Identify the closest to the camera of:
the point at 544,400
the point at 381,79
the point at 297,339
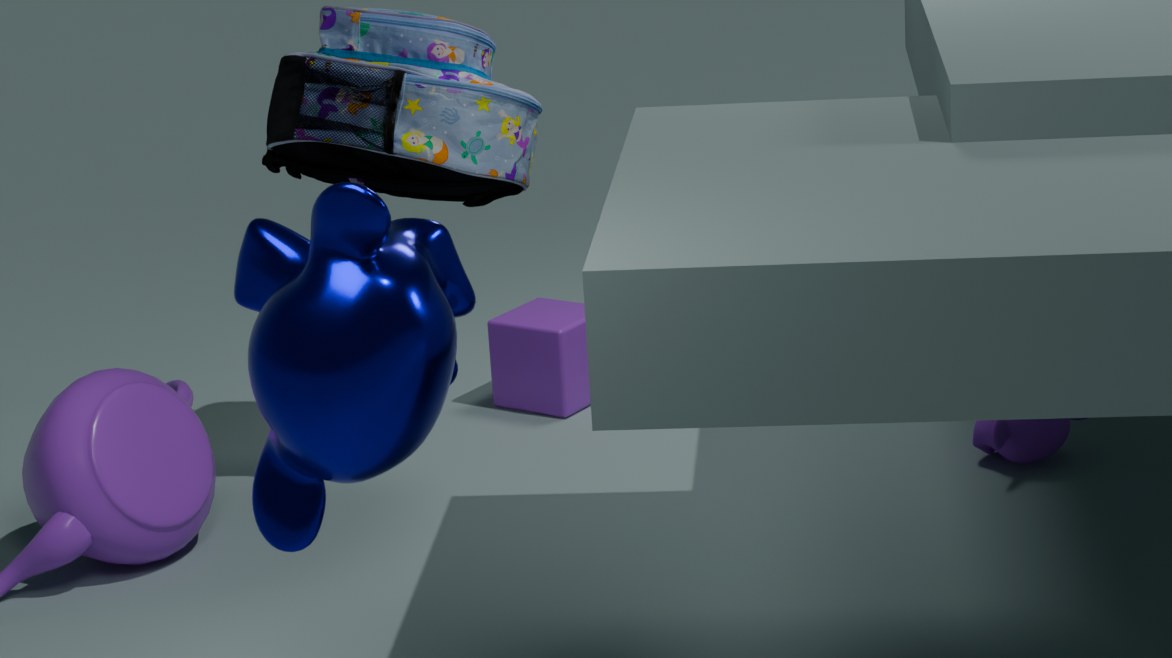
→ the point at 297,339
